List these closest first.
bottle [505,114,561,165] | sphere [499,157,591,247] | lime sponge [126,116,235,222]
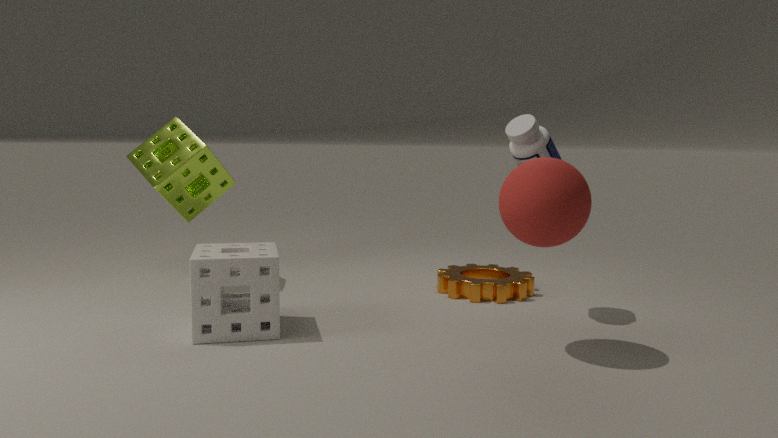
Result: 1. sphere [499,157,591,247]
2. bottle [505,114,561,165]
3. lime sponge [126,116,235,222]
